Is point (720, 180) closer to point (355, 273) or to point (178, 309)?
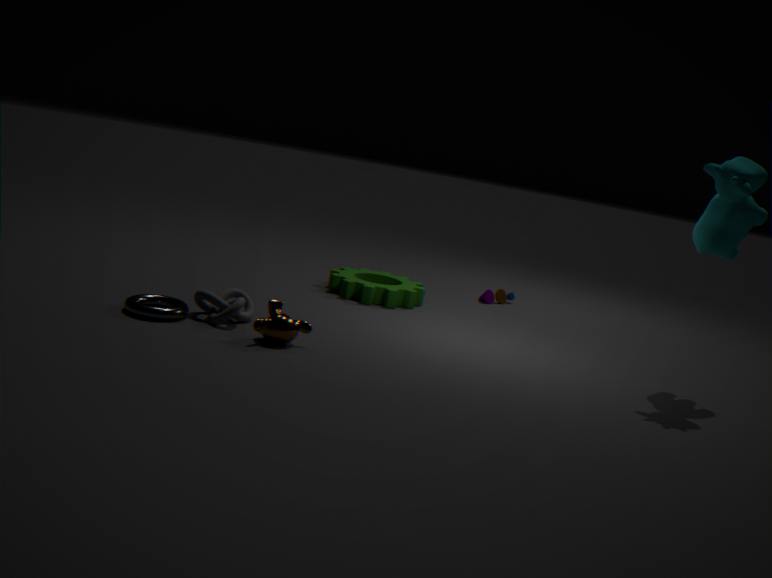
point (355, 273)
